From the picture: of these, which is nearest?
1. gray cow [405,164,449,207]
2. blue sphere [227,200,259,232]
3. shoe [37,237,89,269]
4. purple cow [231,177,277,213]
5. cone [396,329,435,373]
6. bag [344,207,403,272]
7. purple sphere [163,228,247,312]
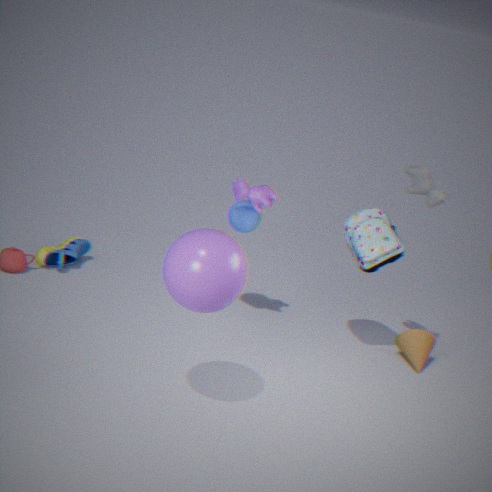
purple sphere [163,228,247,312]
